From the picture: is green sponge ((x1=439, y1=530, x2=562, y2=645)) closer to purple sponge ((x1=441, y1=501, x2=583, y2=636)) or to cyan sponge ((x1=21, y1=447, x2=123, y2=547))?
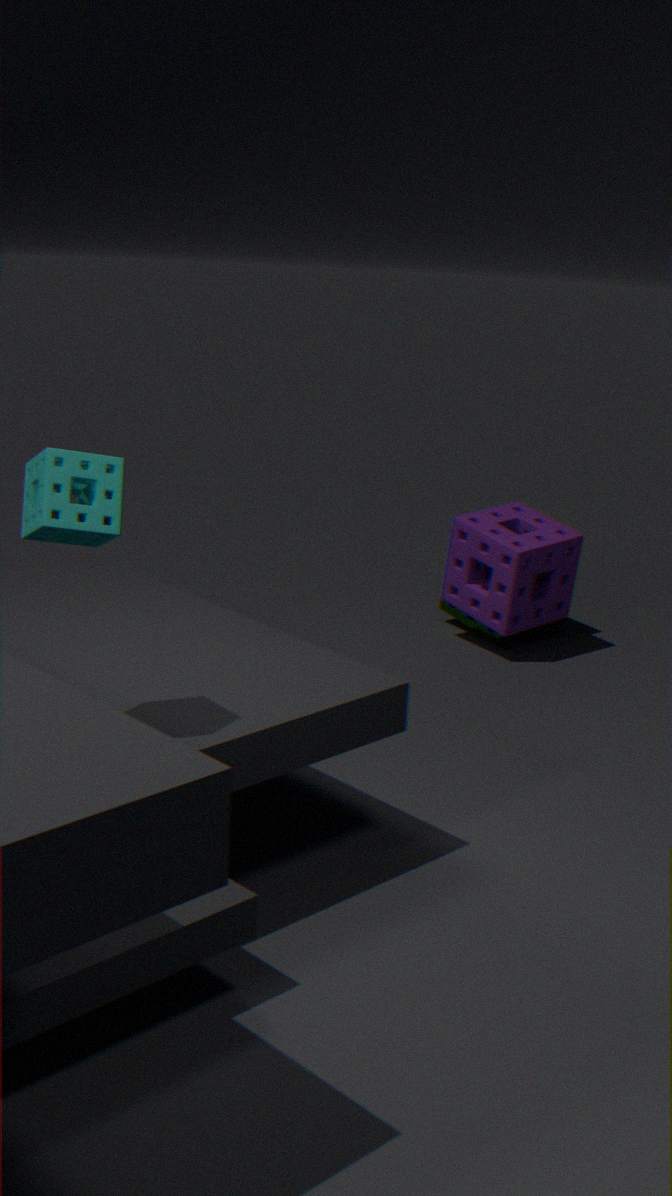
purple sponge ((x1=441, y1=501, x2=583, y2=636))
